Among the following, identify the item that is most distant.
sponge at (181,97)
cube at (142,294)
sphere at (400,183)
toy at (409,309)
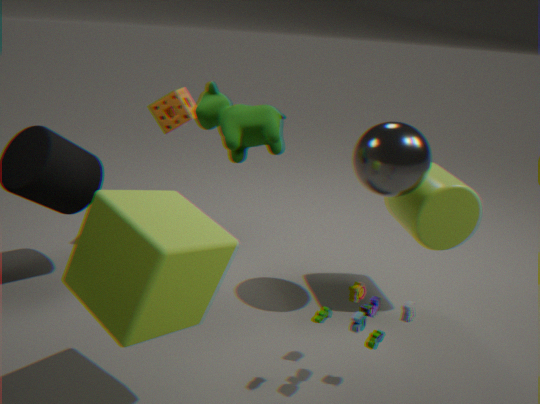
sponge at (181,97)
